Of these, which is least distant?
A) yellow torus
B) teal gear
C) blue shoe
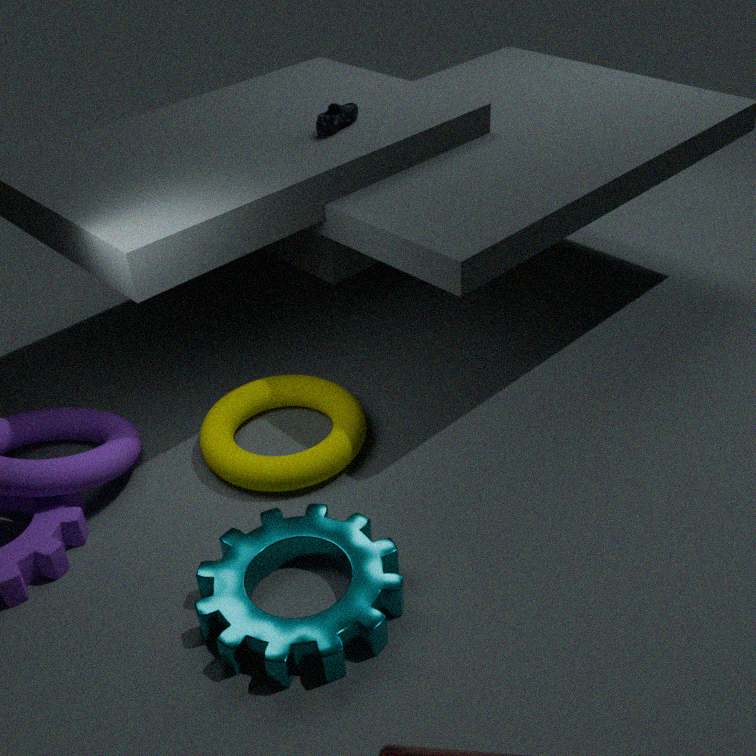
teal gear
